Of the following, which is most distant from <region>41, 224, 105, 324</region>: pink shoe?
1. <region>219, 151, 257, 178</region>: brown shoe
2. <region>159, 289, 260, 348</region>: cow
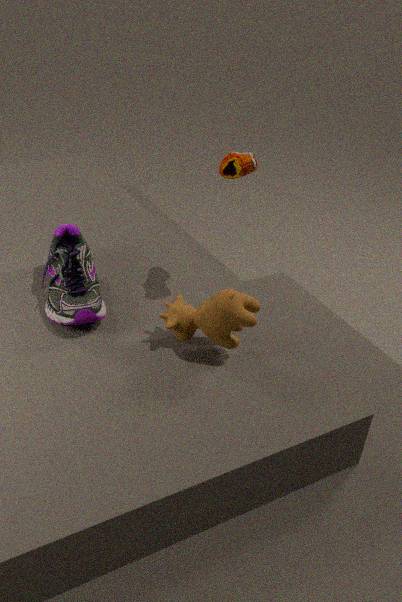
<region>219, 151, 257, 178</region>: brown shoe
